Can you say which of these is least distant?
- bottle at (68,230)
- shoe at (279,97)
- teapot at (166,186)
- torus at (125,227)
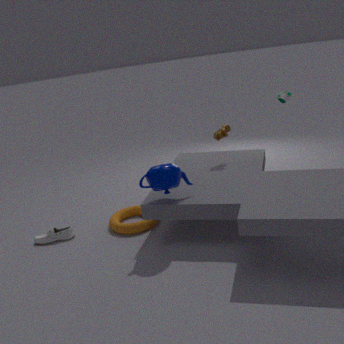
teapot at (166,186)
